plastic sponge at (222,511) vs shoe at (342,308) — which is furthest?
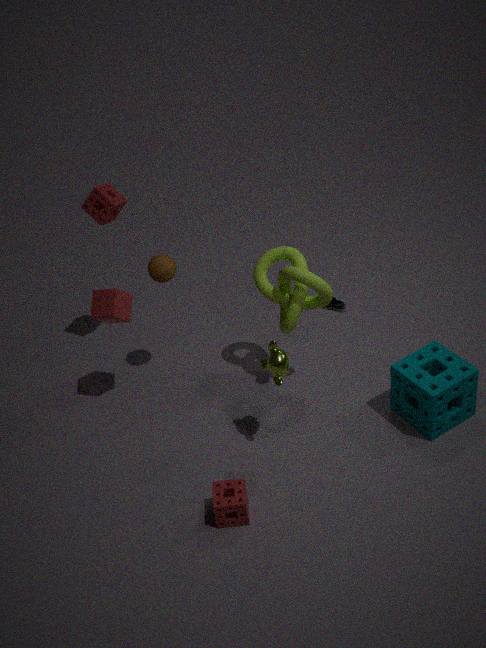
shoe at (342,308)
